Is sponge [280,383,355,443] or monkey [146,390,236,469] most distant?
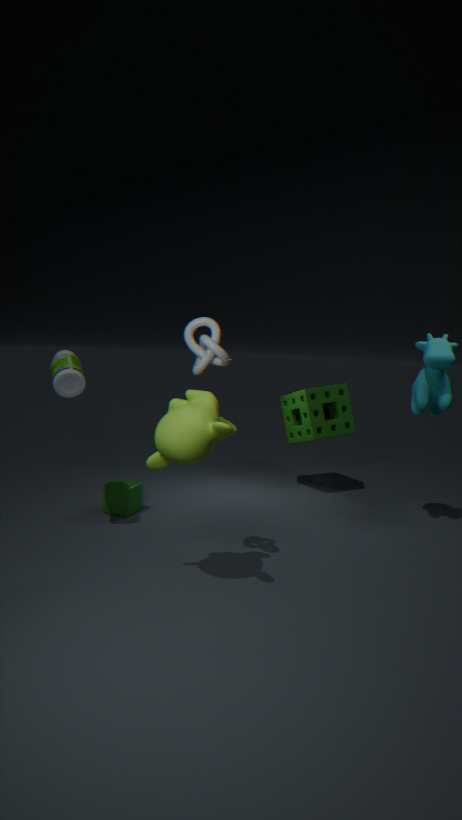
sponge [280,383,355,443]
